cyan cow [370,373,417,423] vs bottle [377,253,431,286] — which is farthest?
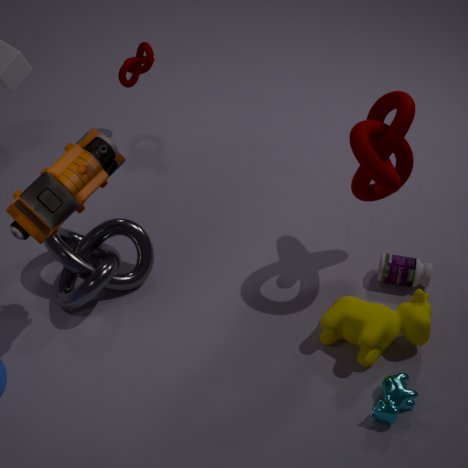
bottle [377,253,431,286]
